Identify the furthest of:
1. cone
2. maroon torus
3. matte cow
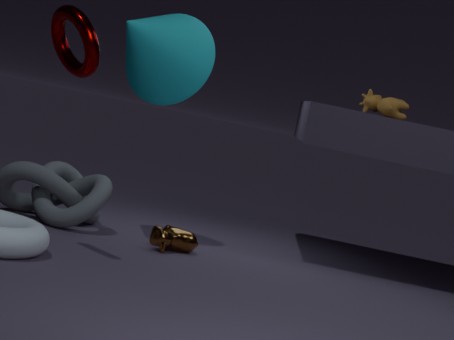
matte cow
